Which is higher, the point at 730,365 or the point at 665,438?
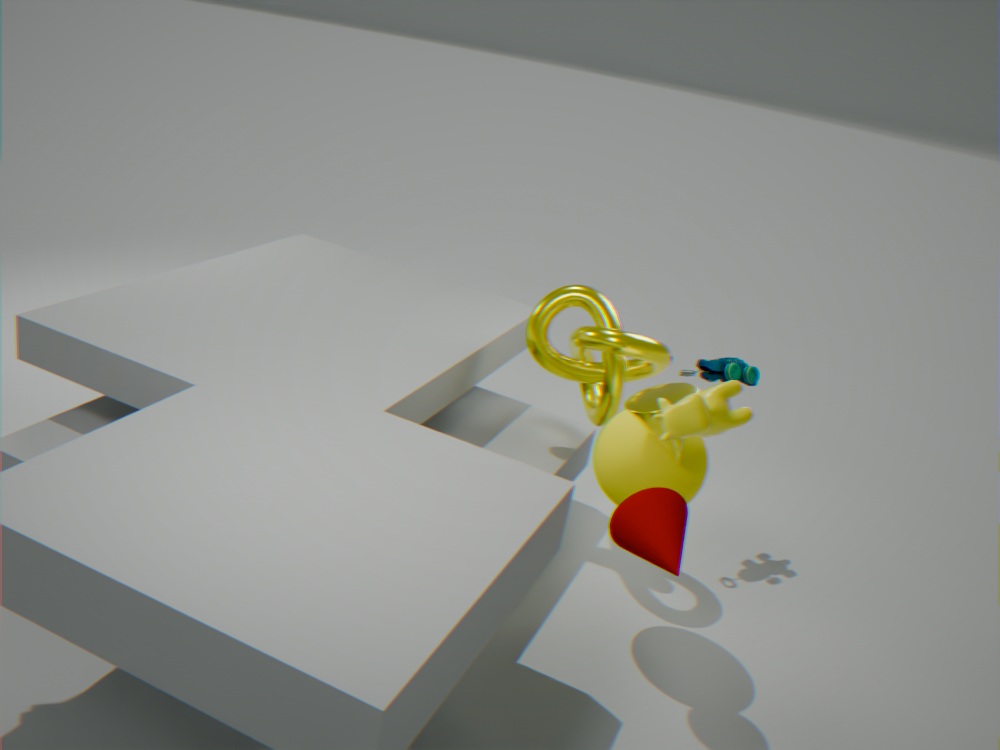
the point at 665,438
